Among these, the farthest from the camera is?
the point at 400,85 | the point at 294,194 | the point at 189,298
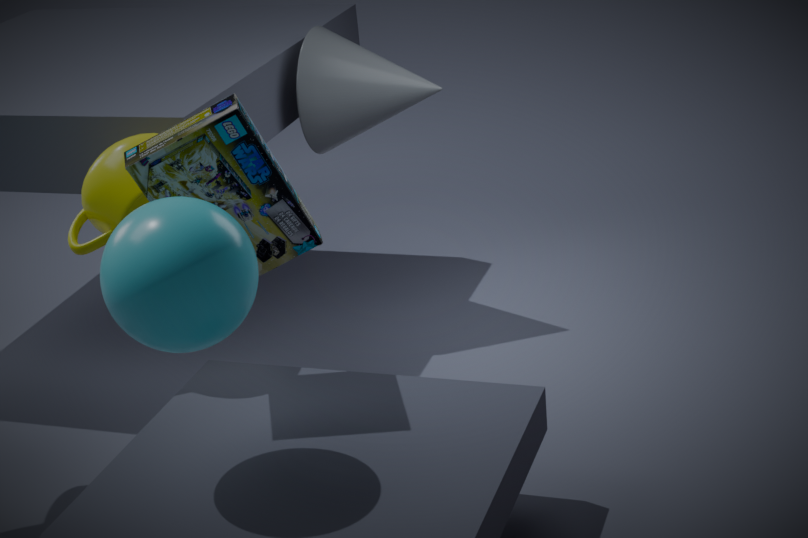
the point at 400,85
